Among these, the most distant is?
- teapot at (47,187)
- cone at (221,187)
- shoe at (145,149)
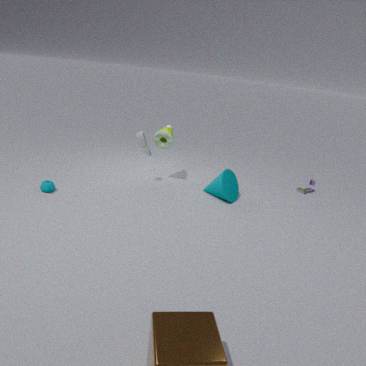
shoe at (145,149)
